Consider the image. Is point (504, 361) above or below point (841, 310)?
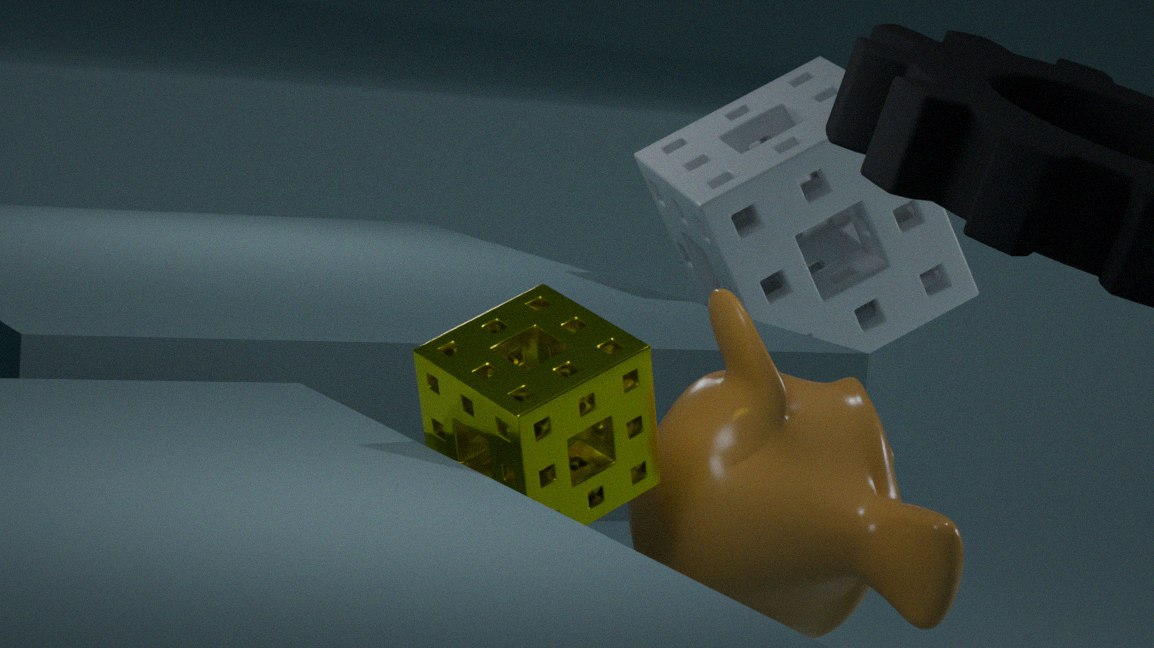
below
